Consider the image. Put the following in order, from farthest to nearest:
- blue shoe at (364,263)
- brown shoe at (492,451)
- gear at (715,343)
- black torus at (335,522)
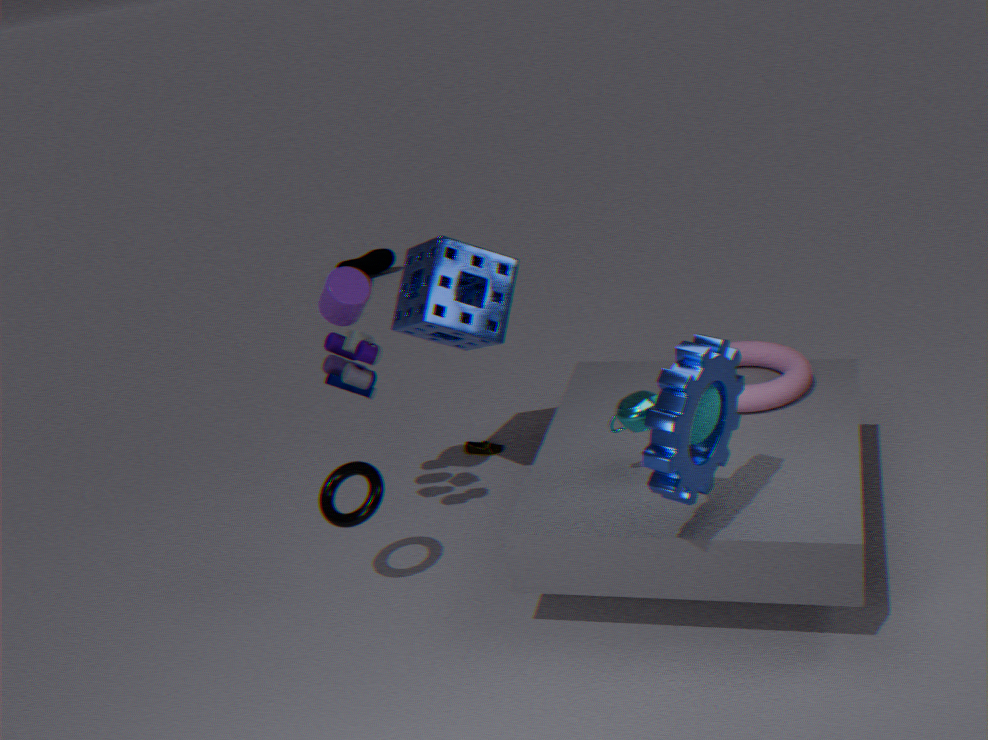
blue shoe at (364,263), brown shoe at (492,451), black torus at (335,522), gear at (715,343)
